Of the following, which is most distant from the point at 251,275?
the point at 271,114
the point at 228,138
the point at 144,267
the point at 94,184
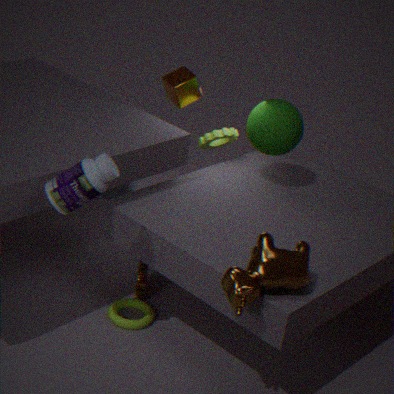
the point at 228,138
